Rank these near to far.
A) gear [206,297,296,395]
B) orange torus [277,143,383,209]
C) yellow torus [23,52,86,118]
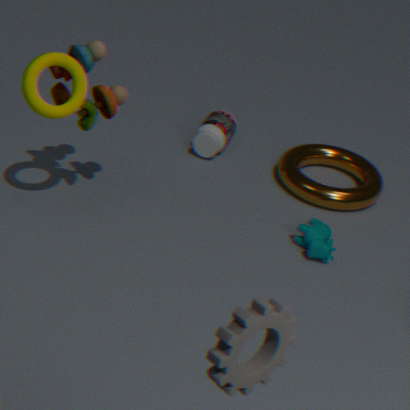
gear [206,297,296,395]
yellow torus [23,52,86,118]
orange torus [277,143,383,209]
